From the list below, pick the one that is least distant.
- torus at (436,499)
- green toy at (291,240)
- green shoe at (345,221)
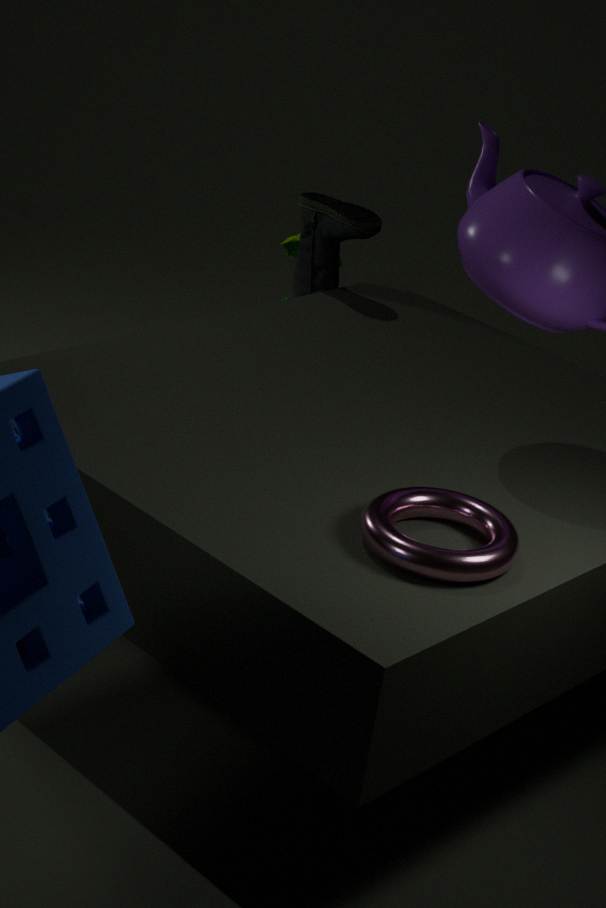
torus at (436,499)
